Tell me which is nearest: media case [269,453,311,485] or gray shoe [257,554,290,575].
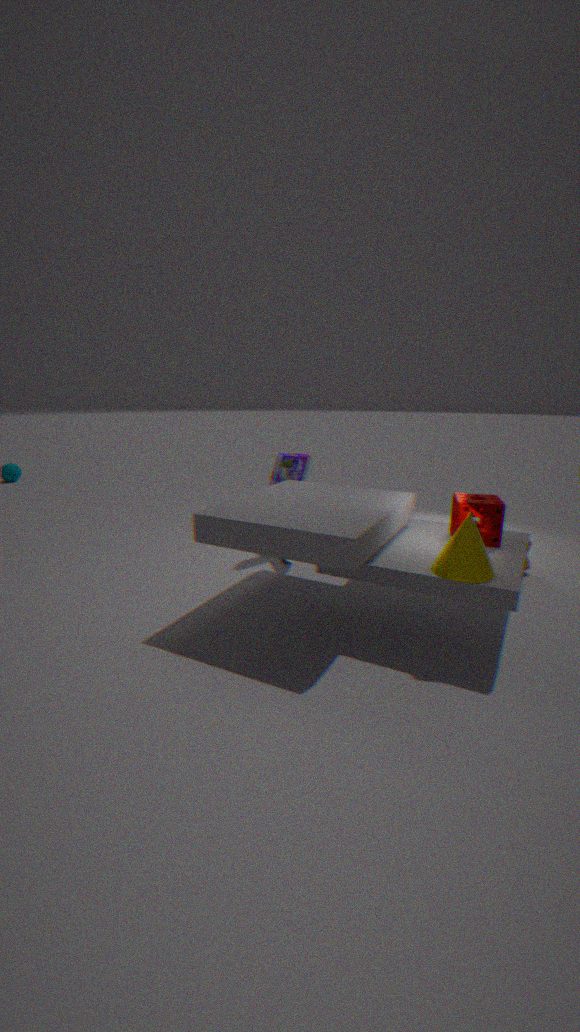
gray shoe [257,554,290,575]
